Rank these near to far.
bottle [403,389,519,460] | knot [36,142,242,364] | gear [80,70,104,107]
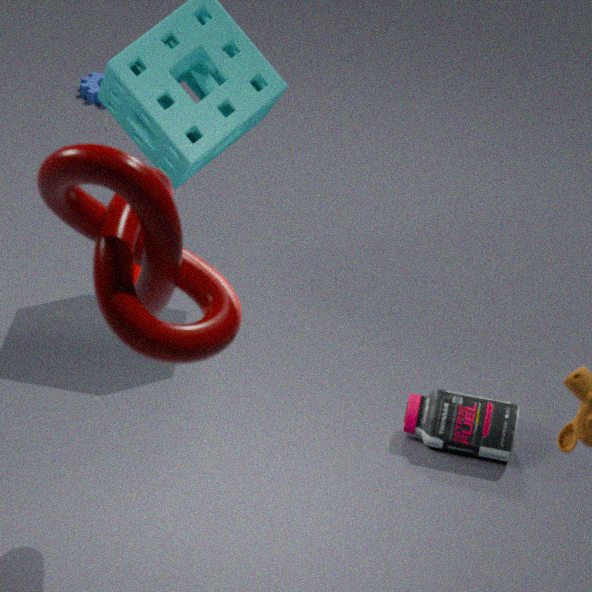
knot [36,142,242,364] → bottle [403,389,519,460] → gear [80,70,104,107]
